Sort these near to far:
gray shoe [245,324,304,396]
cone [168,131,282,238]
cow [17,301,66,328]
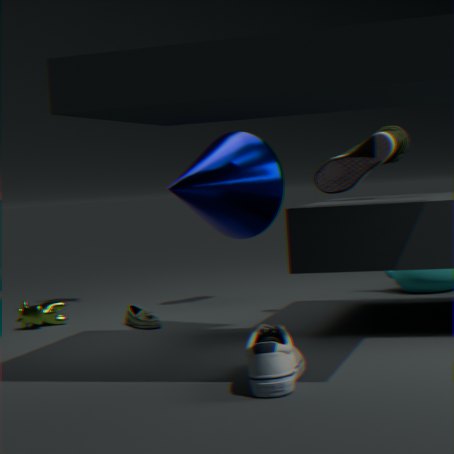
gray shoe [245,324,304,396] < cone [168,131,282,238] < cow [17,301,66,328]
